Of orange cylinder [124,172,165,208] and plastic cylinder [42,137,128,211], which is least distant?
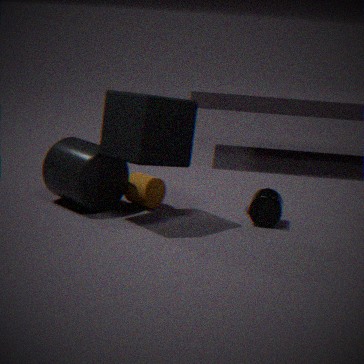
plastic cylinder [42,137,128,211]
